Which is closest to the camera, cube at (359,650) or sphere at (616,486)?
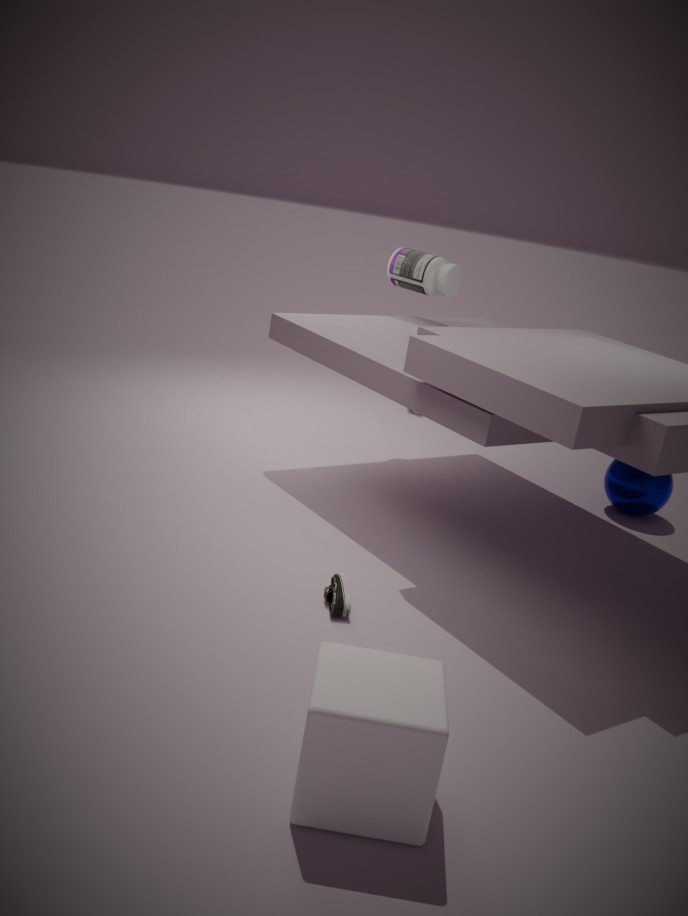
cube at (359,650)
